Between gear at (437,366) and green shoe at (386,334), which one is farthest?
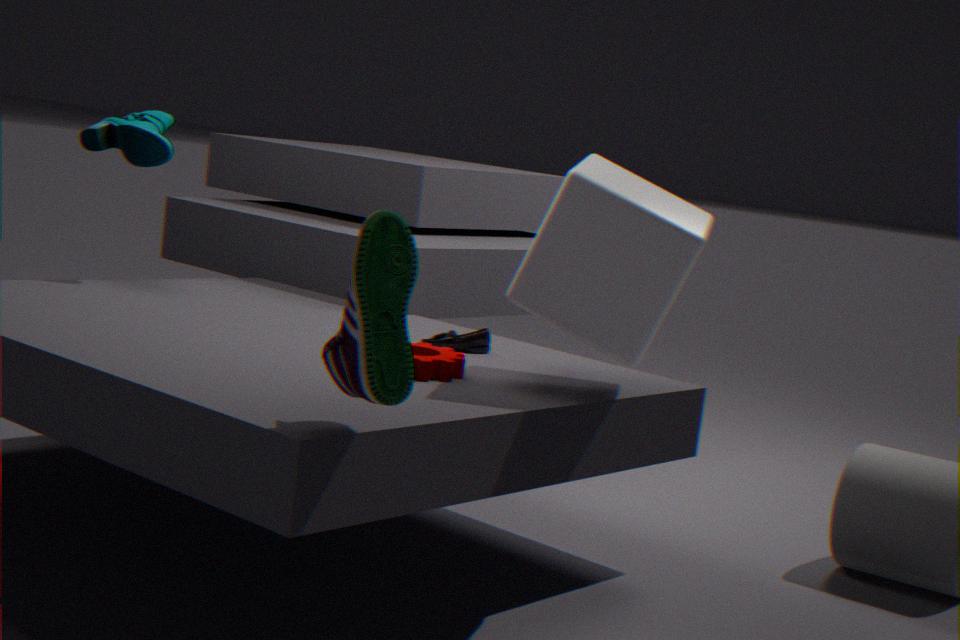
gear at (437,366)
